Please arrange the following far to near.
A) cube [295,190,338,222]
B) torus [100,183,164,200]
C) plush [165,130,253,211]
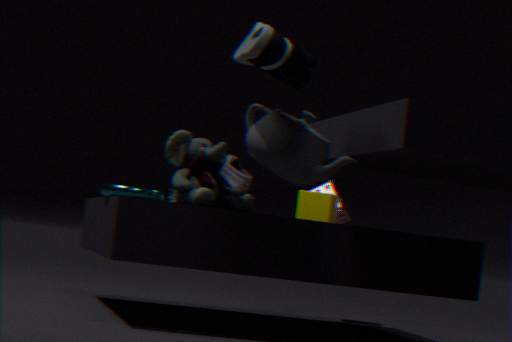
cube [295,190,338,222] < torus [100,183,164,200] < plush [165,130,253,211]
